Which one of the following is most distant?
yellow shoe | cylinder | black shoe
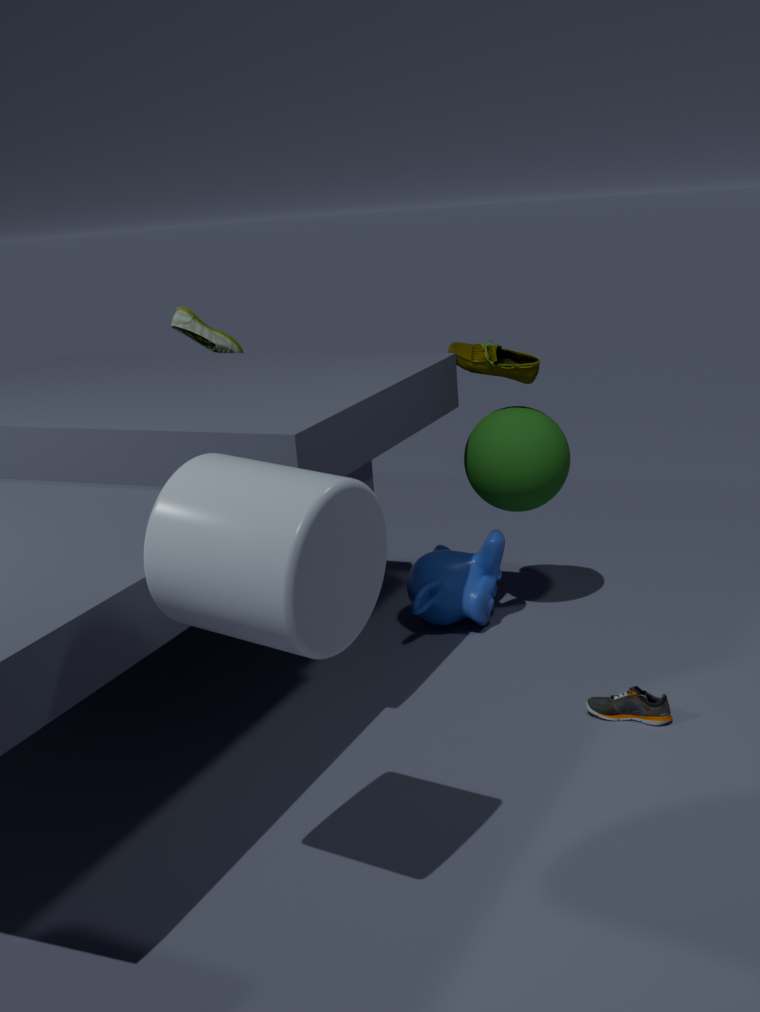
yellow shoe
